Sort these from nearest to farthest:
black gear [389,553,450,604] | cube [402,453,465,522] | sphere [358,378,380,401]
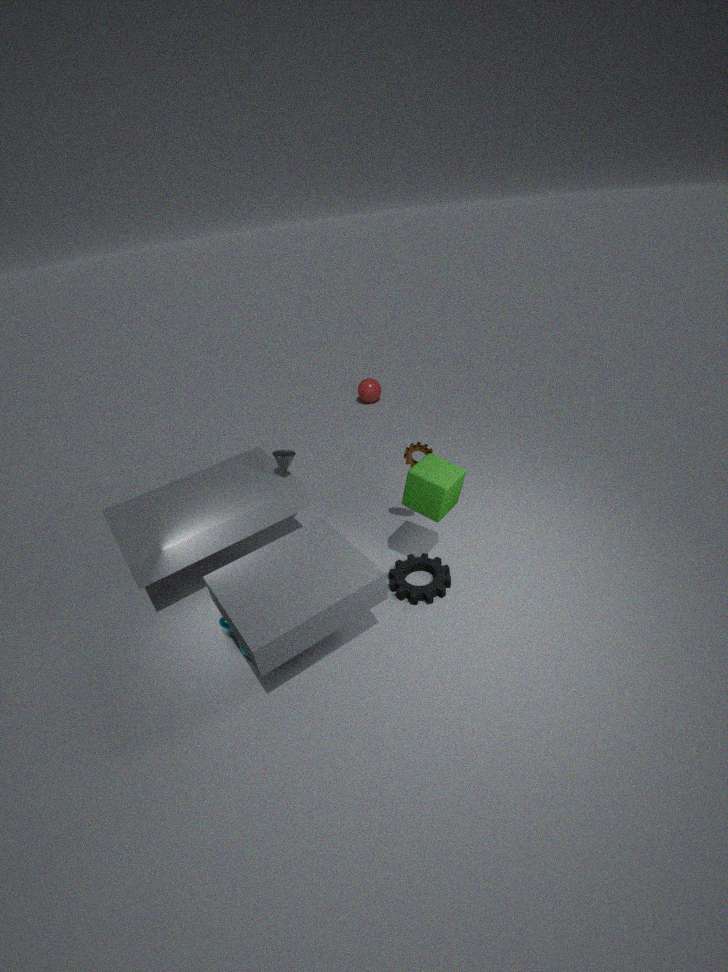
cube [402,453,465,522], black gear [389,553,450,604], sphere [358,378,380,401]
